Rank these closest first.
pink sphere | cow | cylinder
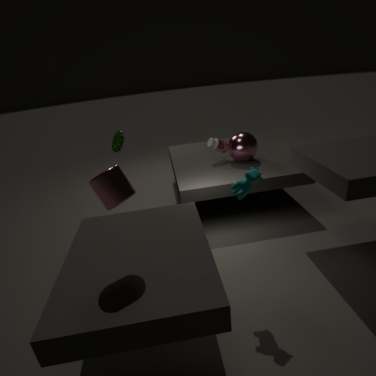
cylinder < cow < pink sphere
